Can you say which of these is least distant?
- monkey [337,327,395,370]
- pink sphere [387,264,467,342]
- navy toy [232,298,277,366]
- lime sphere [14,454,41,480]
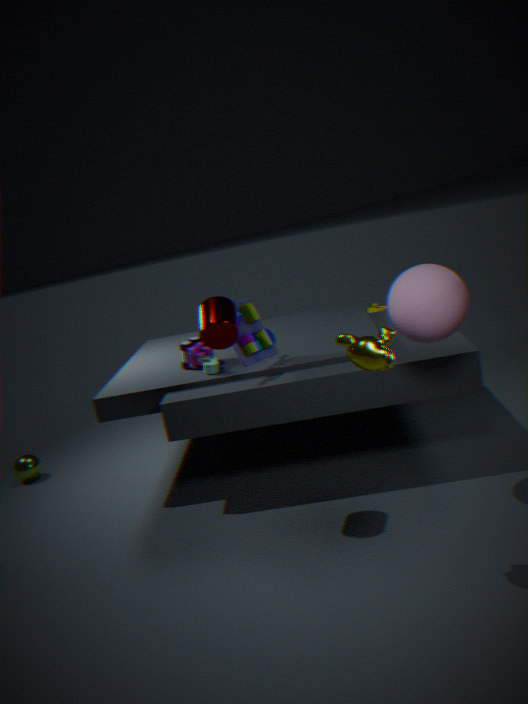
monkey [337,327,395,370]
